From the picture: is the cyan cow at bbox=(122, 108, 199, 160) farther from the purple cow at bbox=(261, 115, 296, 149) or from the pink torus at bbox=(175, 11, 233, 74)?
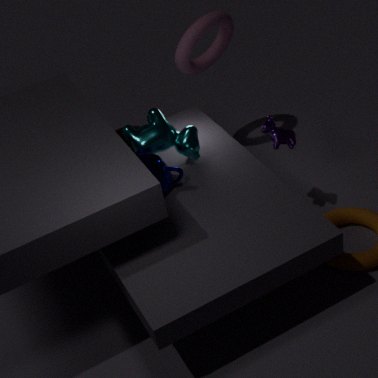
the pink torus at bbox=(175, 11, 233, 74)
